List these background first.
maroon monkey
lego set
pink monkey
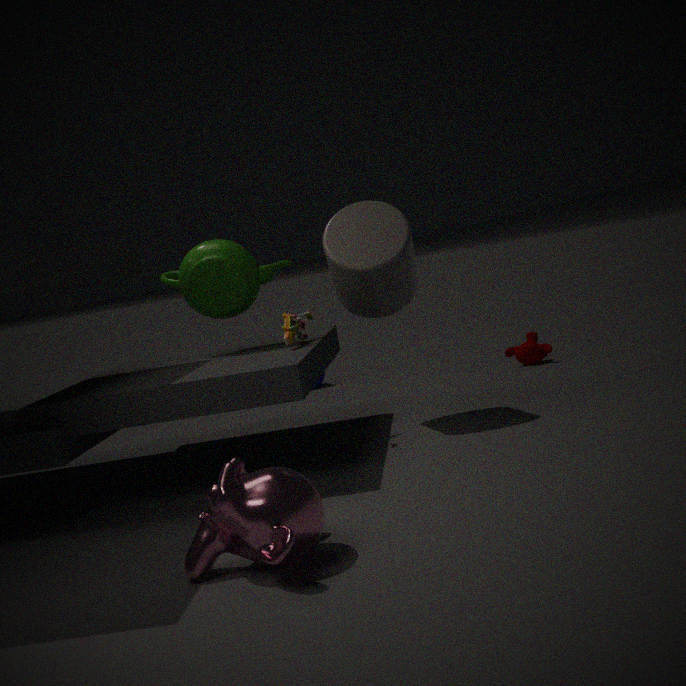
1. maroon monkey
2. lego set
3. pink monkey
